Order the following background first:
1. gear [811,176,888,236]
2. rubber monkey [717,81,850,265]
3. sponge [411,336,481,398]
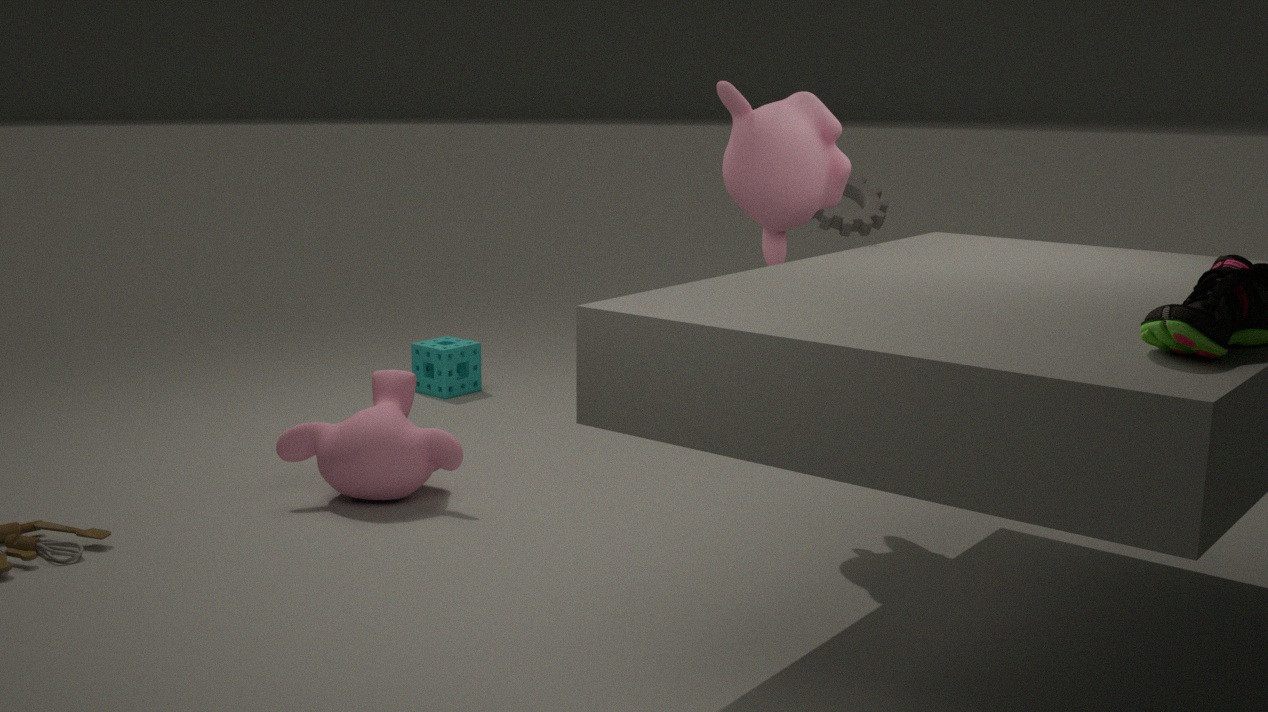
1. sponge [411,336,481,398]
2. gear [811,176,888,236]
3. rubber monkey [717,81,850,265]
